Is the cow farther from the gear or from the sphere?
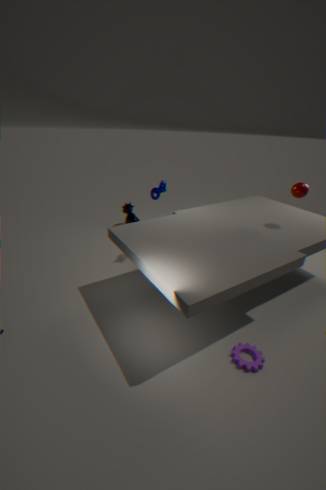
the gear
